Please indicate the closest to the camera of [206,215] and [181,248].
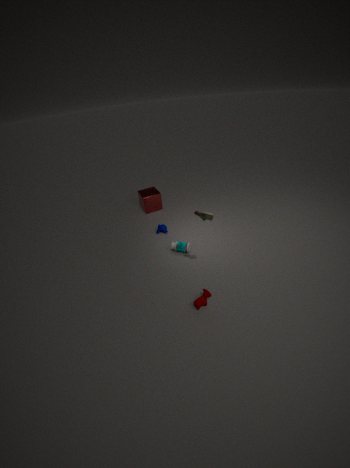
[206,215]
